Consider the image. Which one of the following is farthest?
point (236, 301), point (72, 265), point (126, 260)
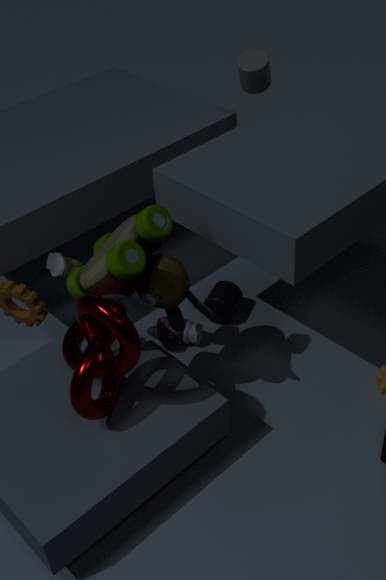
point (236, 301)
